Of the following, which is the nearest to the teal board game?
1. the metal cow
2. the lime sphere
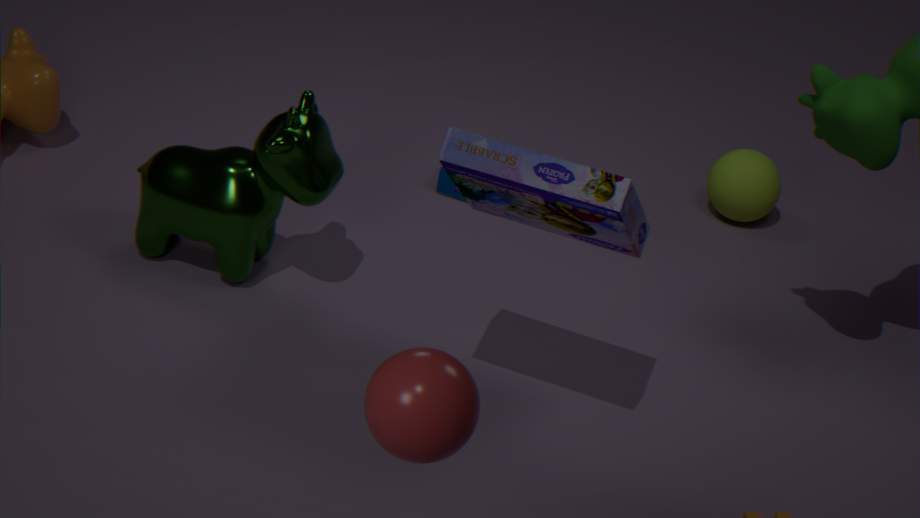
the lime sphere
